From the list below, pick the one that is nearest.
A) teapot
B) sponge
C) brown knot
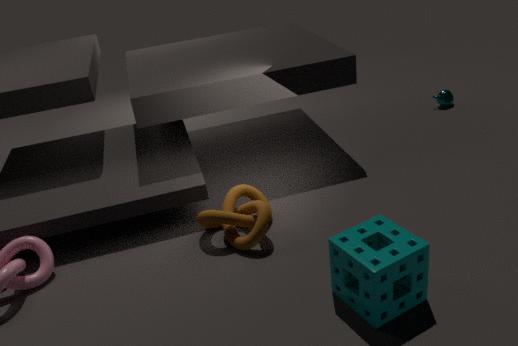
sponge
